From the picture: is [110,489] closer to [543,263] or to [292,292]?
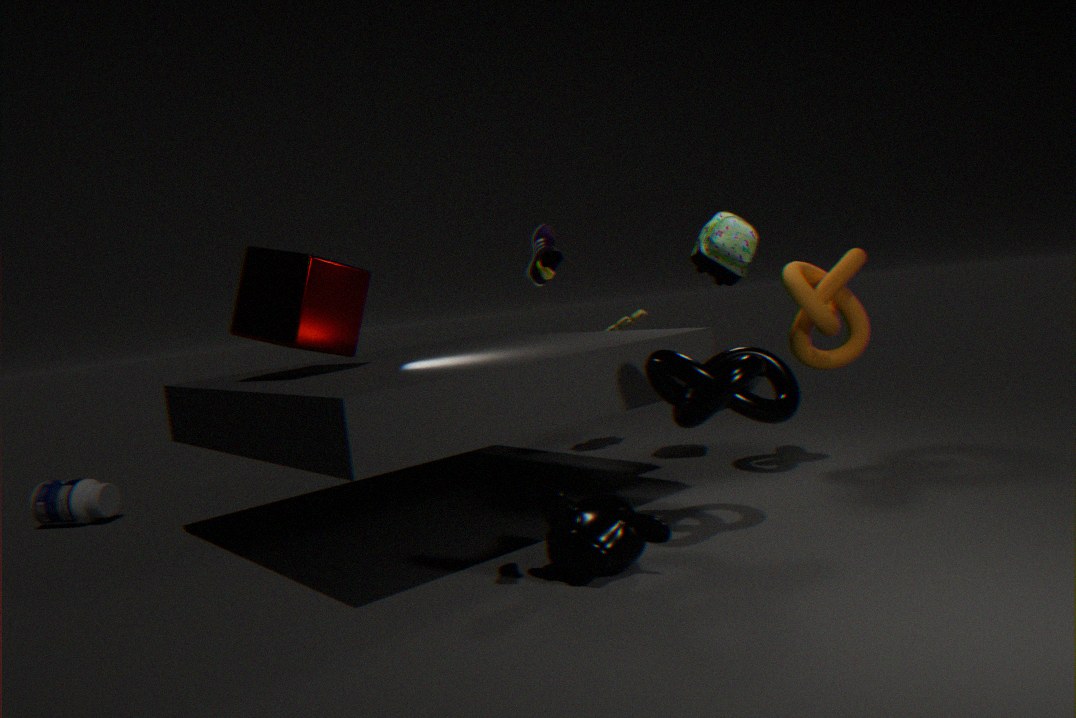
[292,292]
